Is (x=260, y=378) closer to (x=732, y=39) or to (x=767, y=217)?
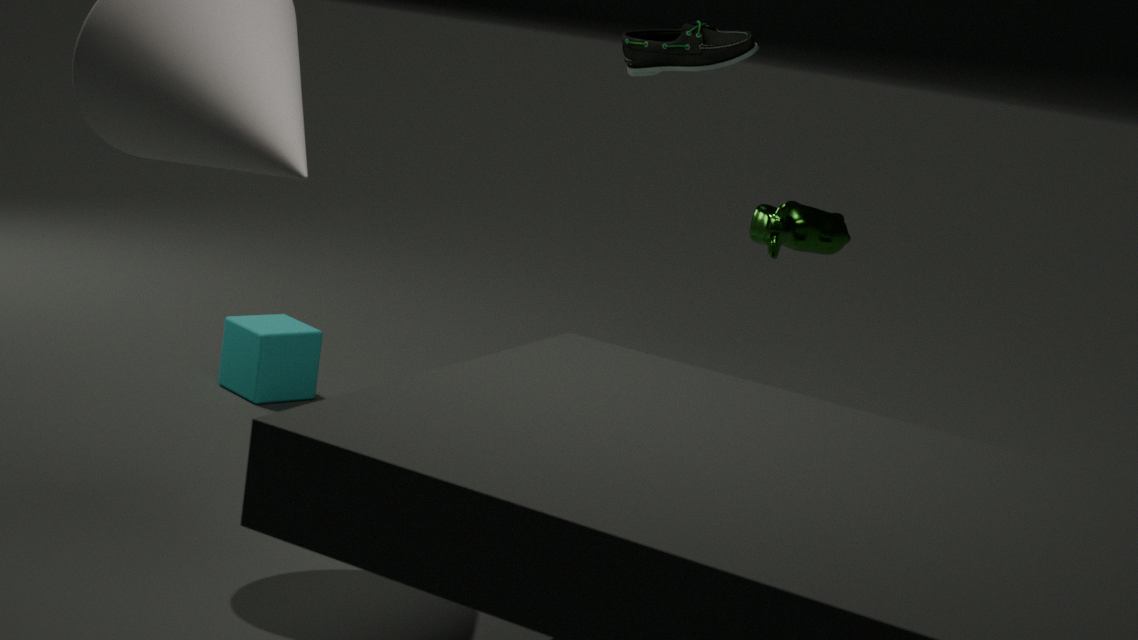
(x=732, y=39)
